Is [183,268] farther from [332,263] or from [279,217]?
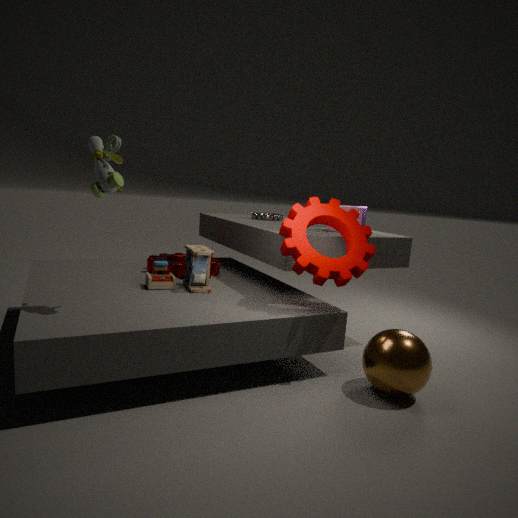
[332,263]
